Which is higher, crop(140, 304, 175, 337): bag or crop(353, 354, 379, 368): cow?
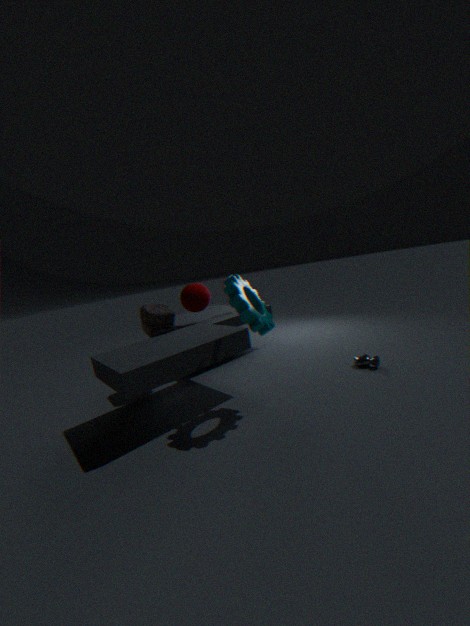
crop(140, 304, 175, 337): bag
